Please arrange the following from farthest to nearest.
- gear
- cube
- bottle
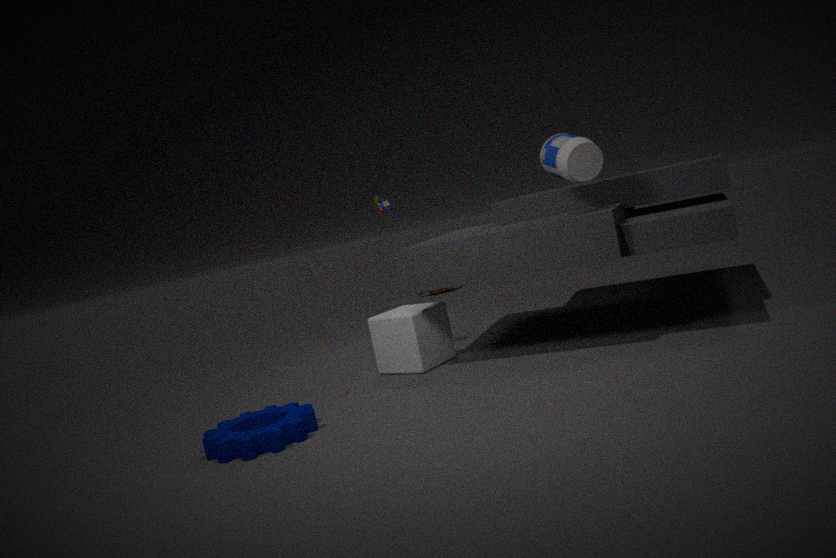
cube, bottle, gear
